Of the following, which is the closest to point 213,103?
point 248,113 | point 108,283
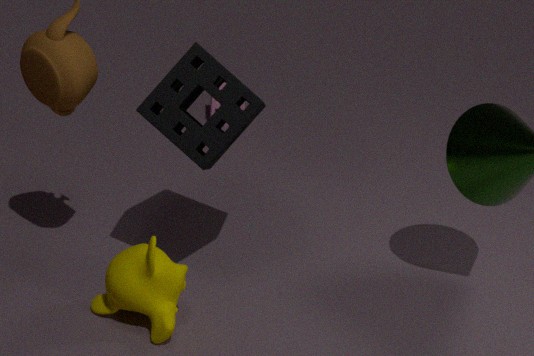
point 248,113
